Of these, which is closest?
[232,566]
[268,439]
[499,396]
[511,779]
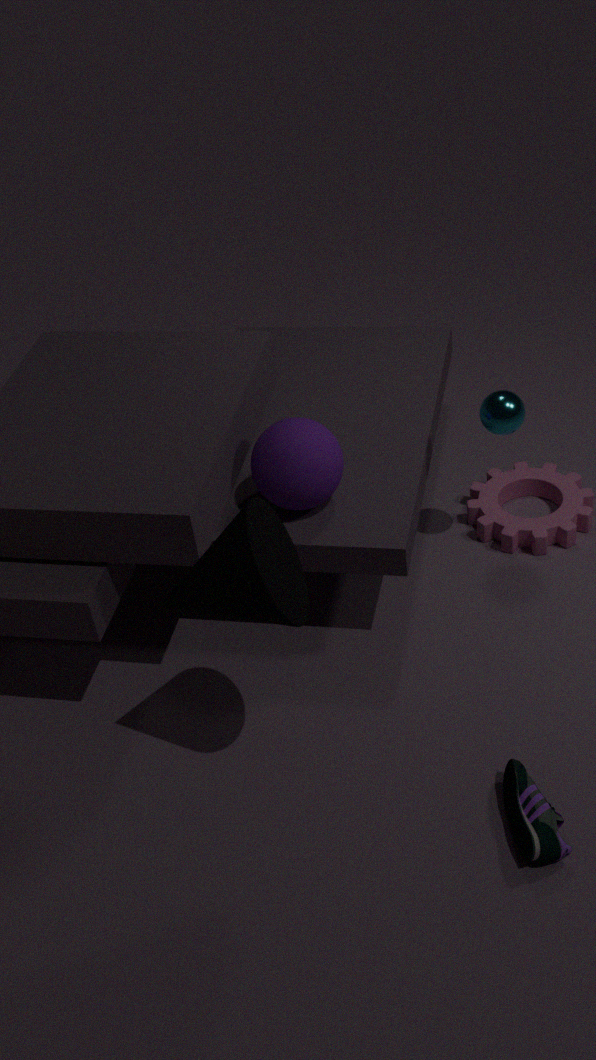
[232,566]
